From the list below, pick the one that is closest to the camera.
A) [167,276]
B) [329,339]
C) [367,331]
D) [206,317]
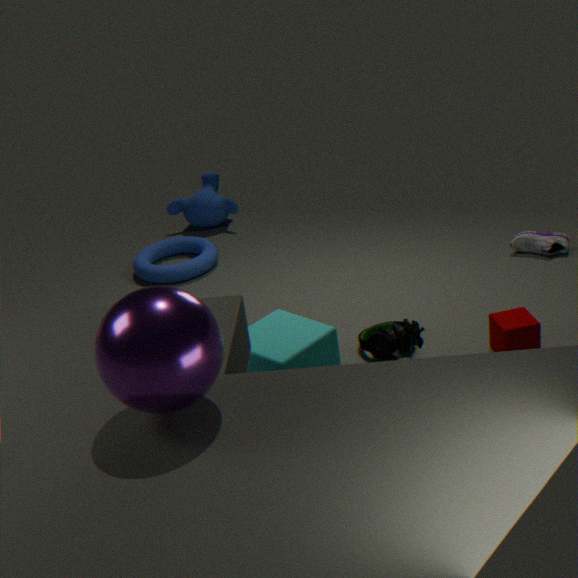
[206,317]
